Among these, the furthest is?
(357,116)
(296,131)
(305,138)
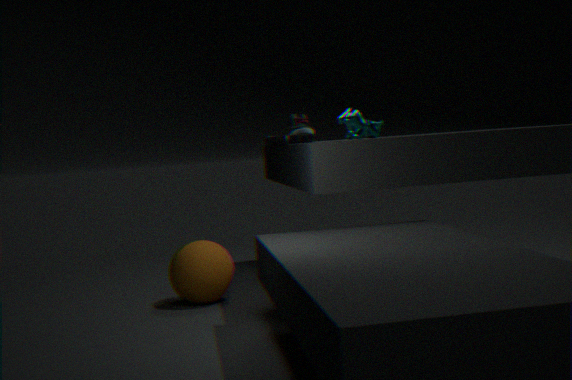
(296,131)
